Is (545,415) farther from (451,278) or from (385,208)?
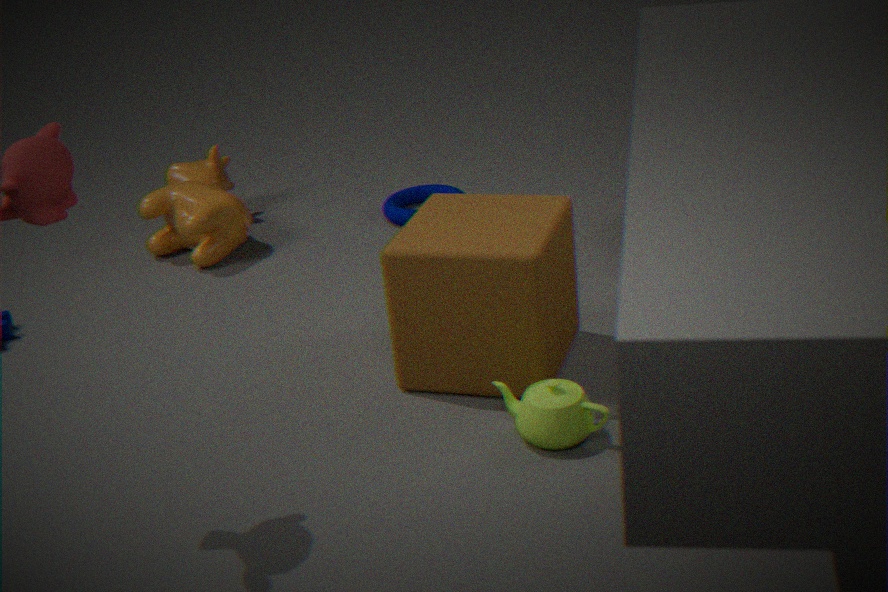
(385,208)
